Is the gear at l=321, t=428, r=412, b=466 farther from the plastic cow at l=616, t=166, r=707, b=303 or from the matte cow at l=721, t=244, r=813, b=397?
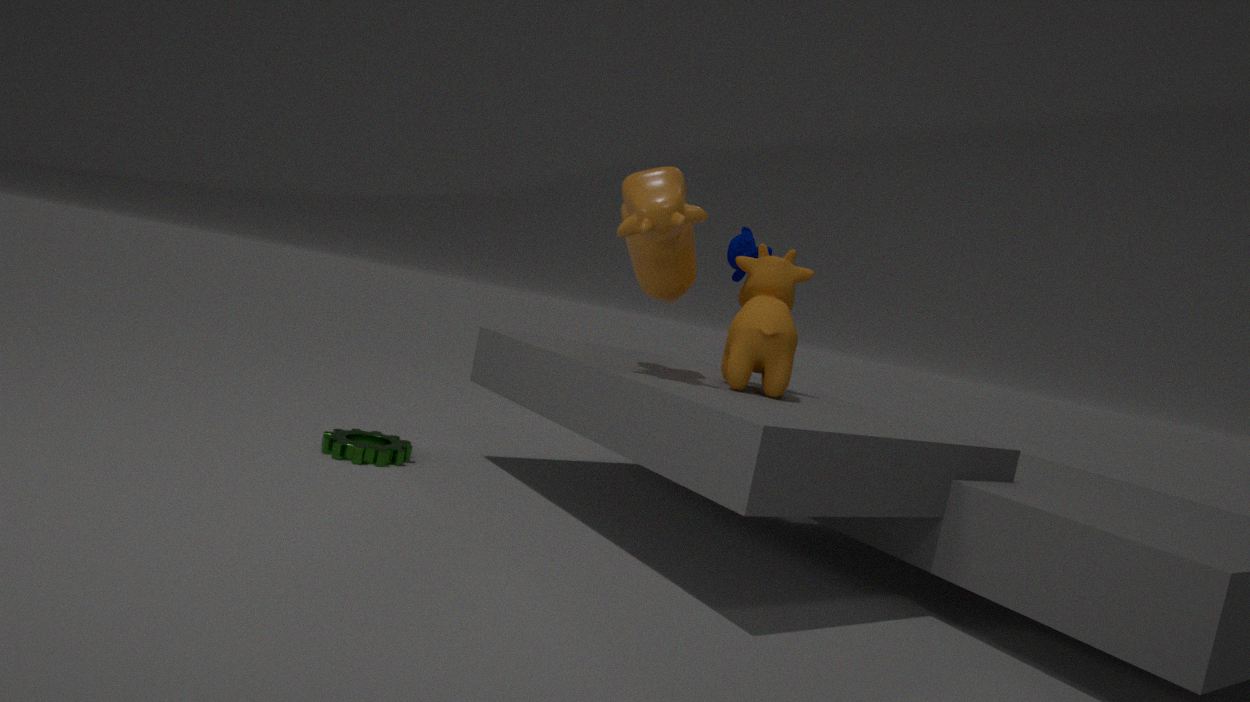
the matte cow at l=721, t=244, r=813, b=397
